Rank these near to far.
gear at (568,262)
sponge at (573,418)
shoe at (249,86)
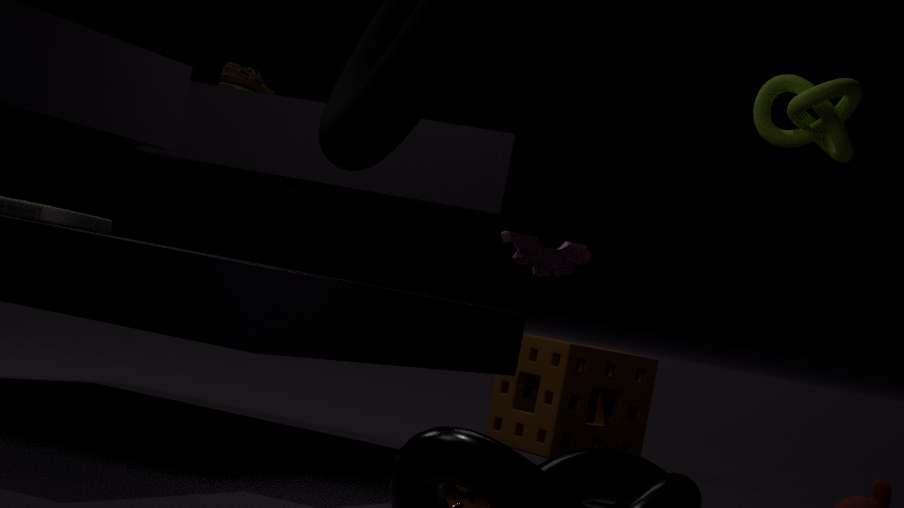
shoe at (249,86) → gear at (568,262) → sponge at (573,418)
